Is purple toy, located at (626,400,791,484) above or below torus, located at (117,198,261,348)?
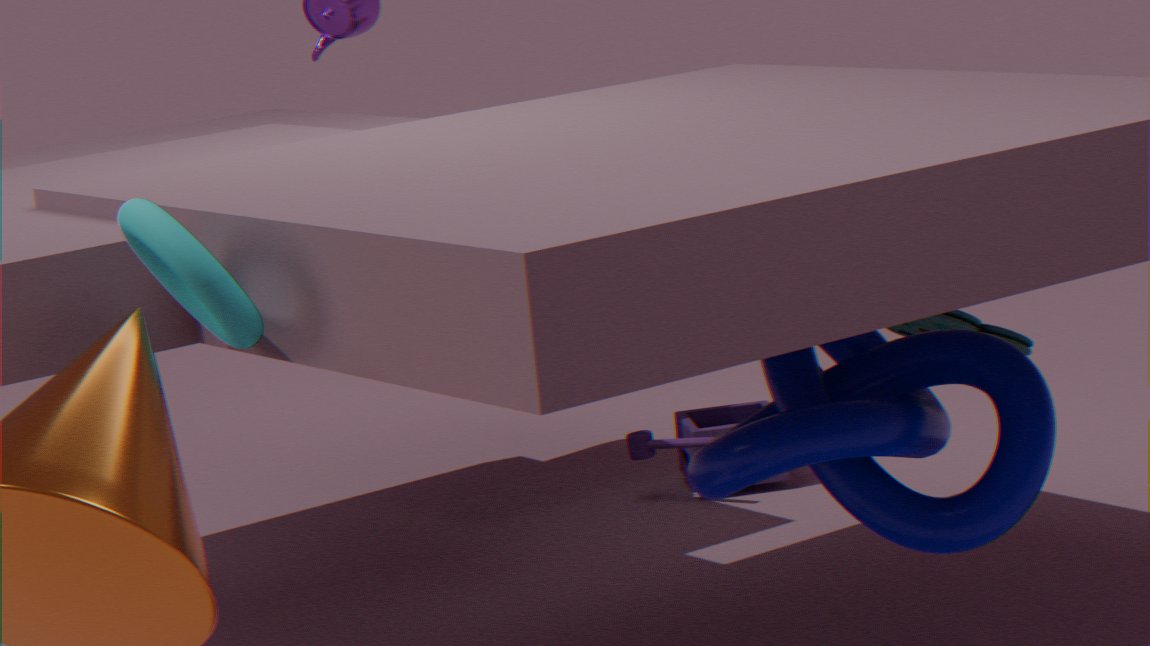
below
